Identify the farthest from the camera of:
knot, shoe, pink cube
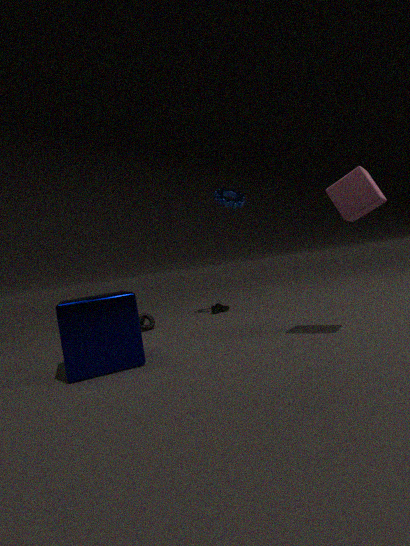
shoe
